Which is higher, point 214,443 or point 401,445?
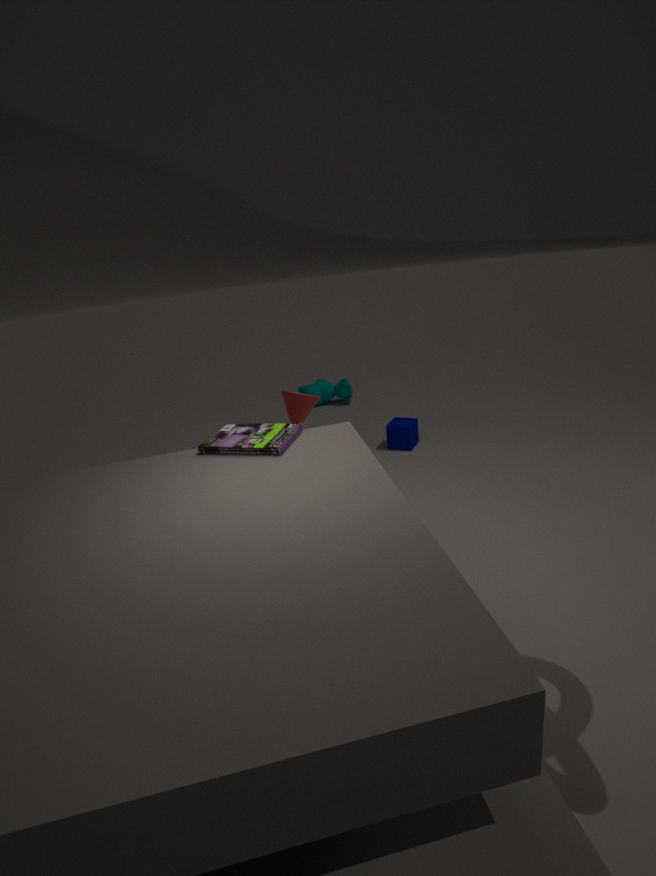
point 214,443
